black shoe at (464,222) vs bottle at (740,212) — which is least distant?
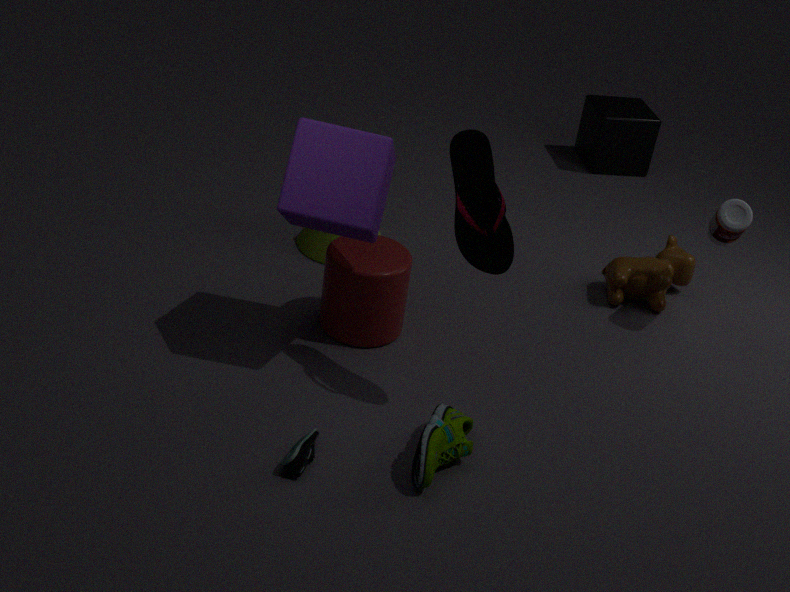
black shoe at (464,222)
